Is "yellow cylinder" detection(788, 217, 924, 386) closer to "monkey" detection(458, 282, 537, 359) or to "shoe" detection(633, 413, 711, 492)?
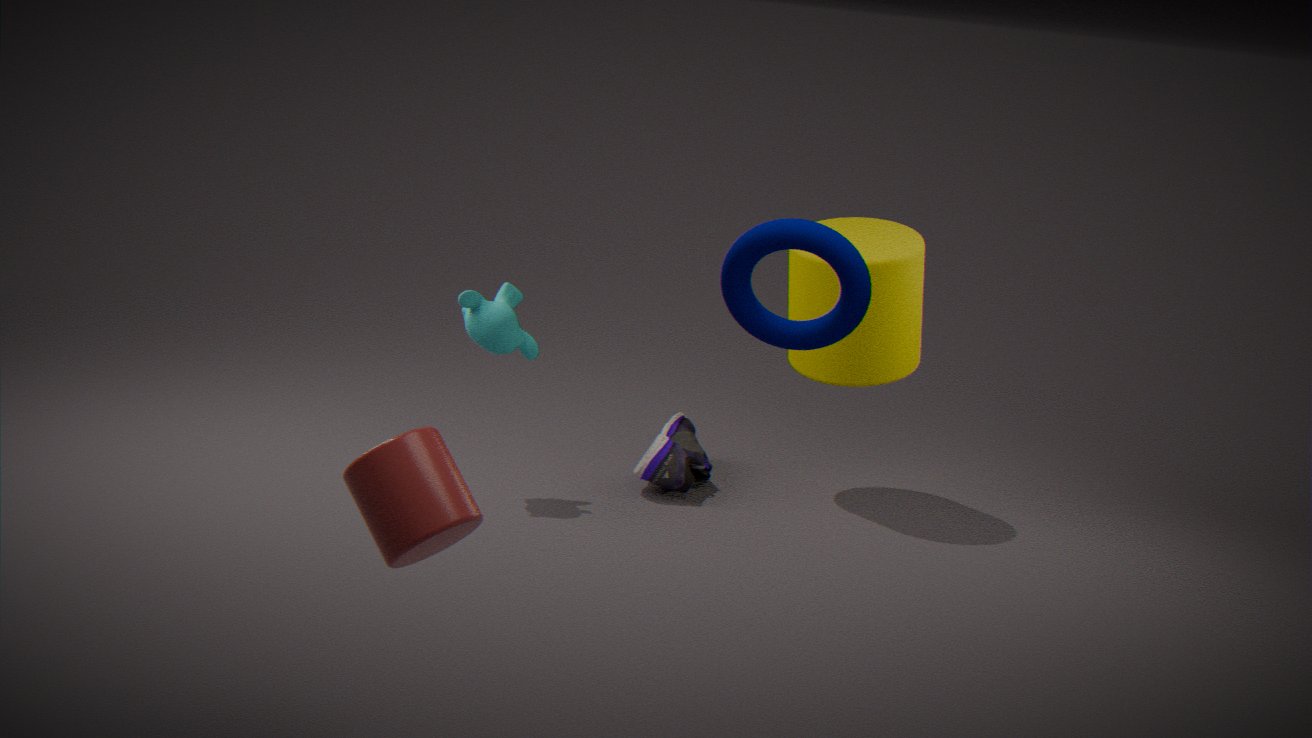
"shoe" detection(633, 413, 711, 492)
